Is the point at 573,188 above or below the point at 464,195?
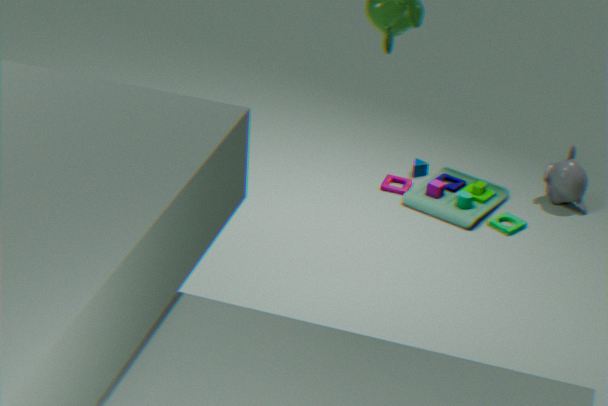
above
